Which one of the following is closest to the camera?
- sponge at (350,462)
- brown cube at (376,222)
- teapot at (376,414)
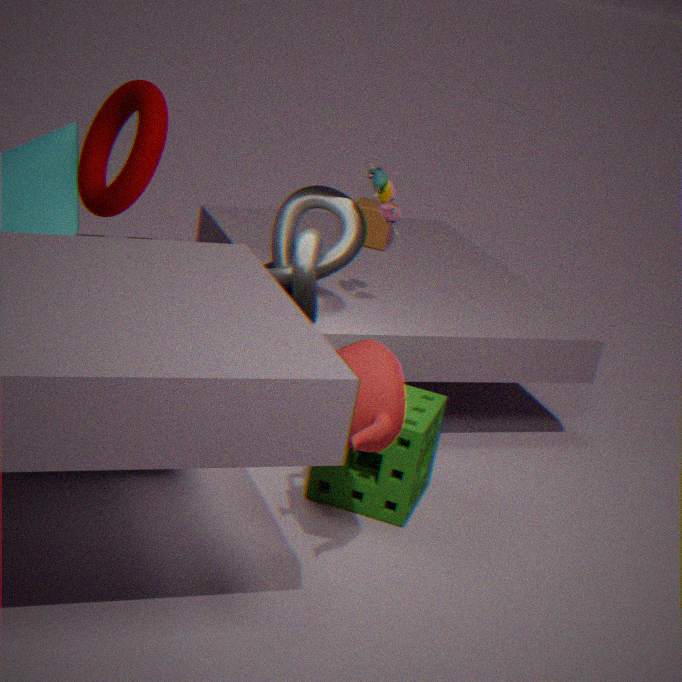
teapot at (376,414)
